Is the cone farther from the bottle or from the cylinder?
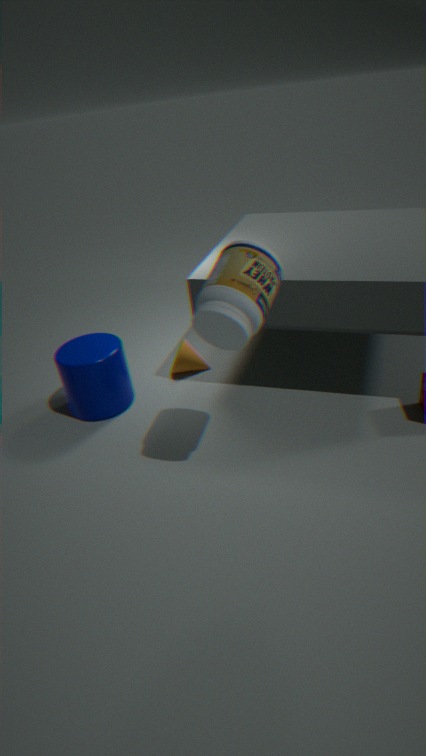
the bottle
